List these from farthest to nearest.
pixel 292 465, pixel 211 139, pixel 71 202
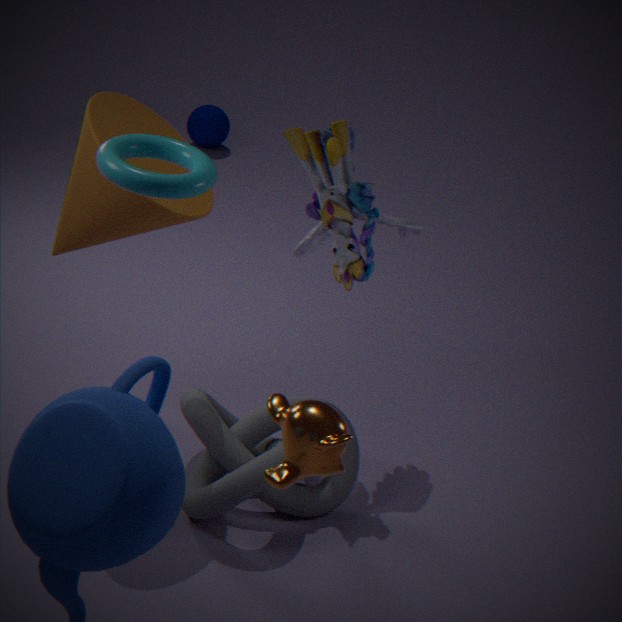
pixel 211 139
pixel 71 202
pixel 292 465
